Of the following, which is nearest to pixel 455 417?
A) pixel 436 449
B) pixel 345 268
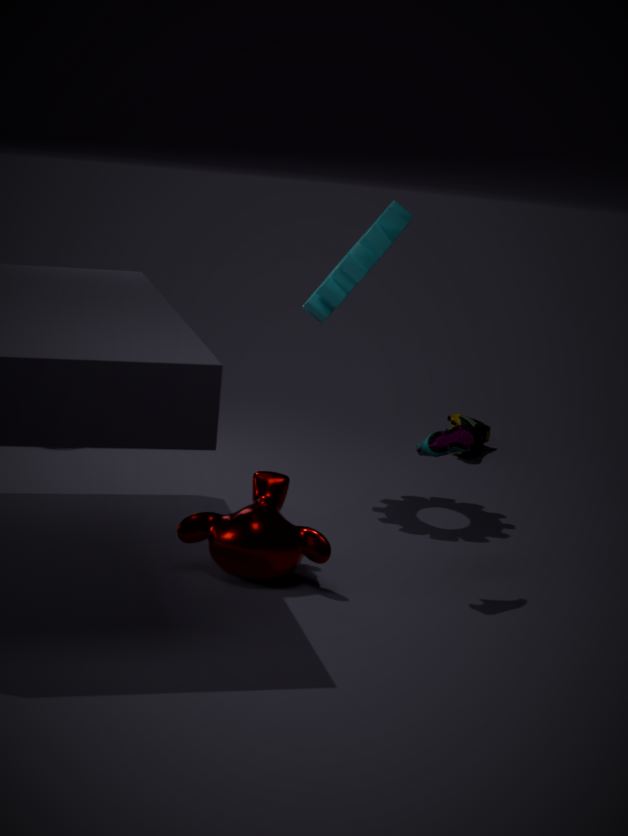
pixel 345 268
